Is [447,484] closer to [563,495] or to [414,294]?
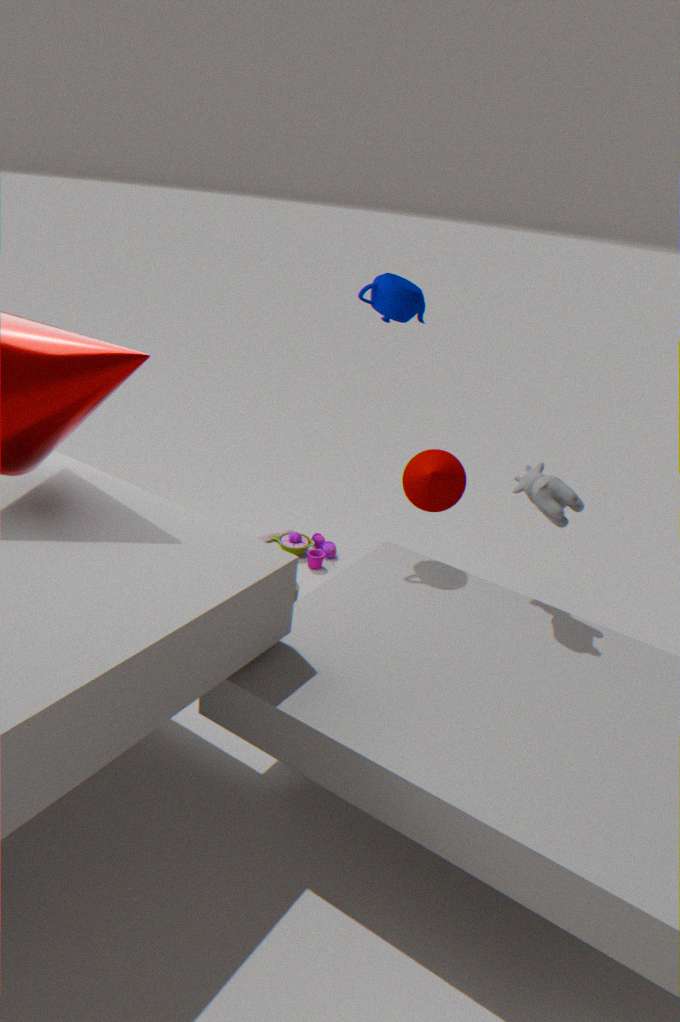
[563,495]
